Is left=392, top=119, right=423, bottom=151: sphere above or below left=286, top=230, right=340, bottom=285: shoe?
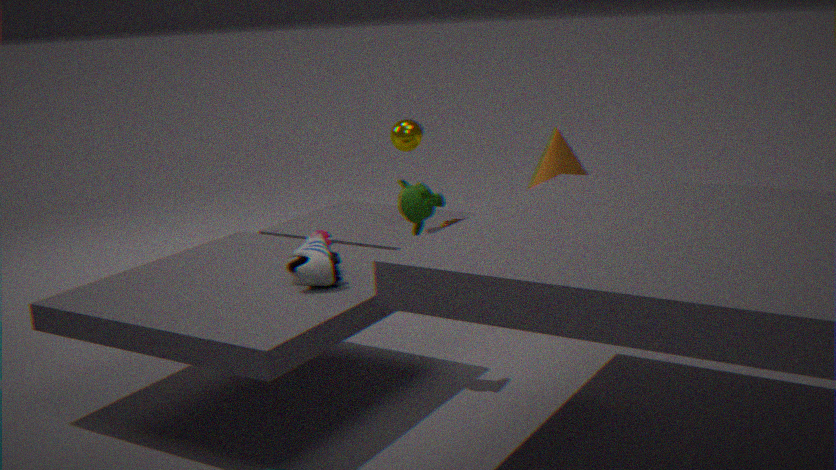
above
